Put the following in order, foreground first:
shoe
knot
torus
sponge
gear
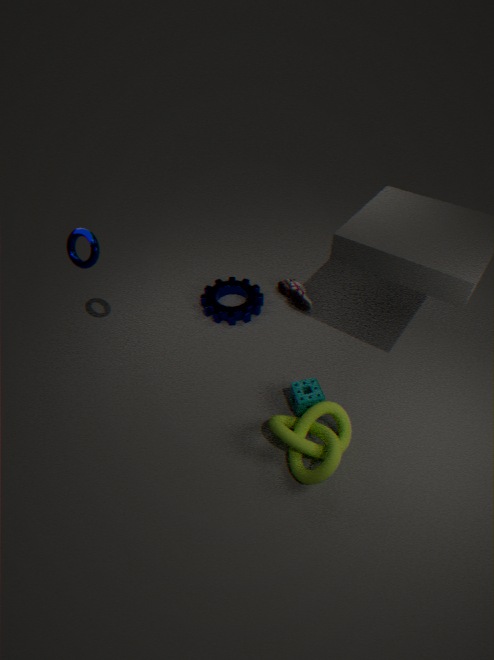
1. knot
2. torus
3. sponge
4. gear
5. shoe
